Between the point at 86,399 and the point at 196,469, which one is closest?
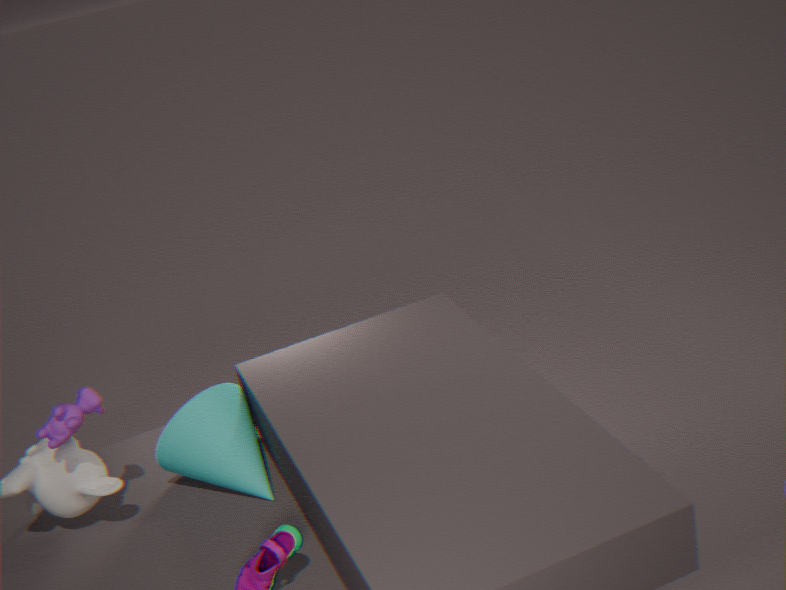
the point at 86,399
